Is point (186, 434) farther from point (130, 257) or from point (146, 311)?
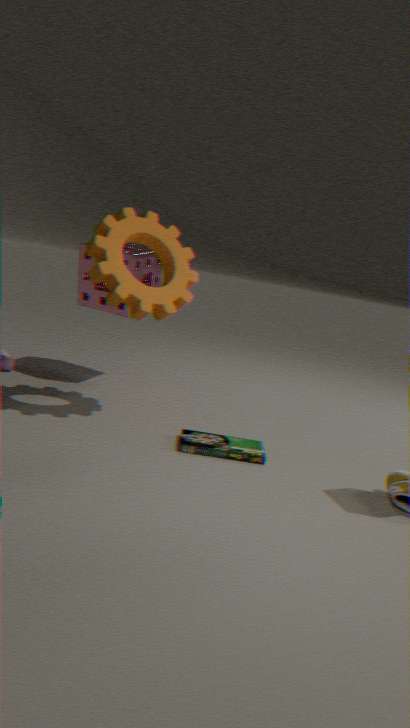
point (130, 257)
